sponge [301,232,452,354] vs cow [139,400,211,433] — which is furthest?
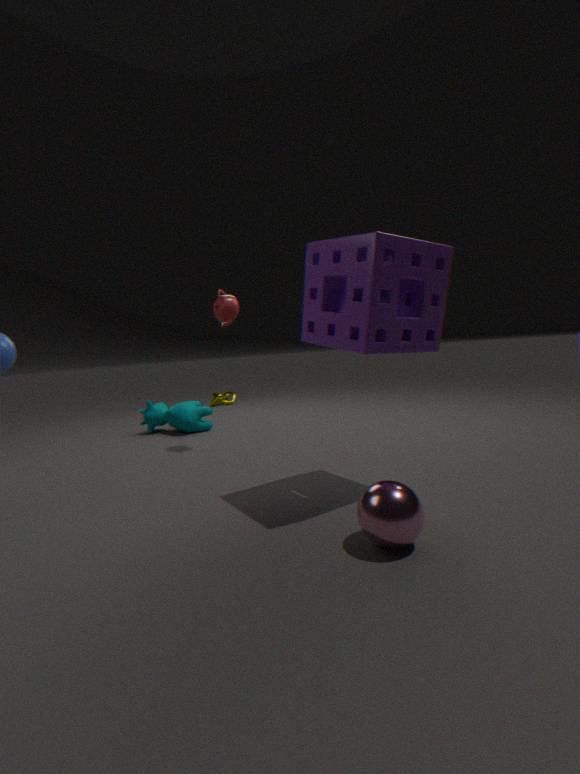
cow [139,400,211,433]
